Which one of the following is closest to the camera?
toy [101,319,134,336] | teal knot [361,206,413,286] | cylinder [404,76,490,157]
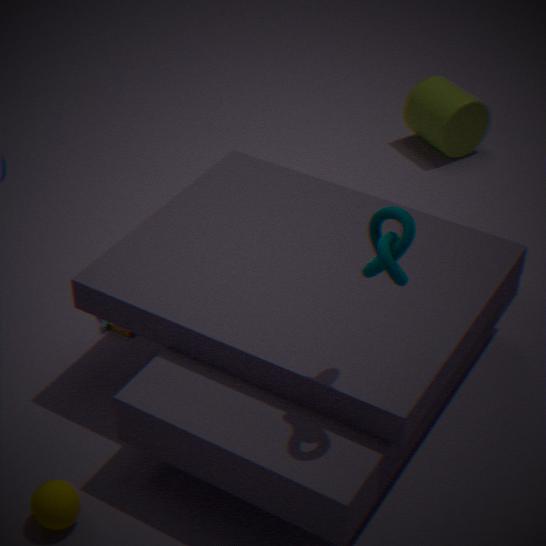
teal knot [361,206,413,286]
